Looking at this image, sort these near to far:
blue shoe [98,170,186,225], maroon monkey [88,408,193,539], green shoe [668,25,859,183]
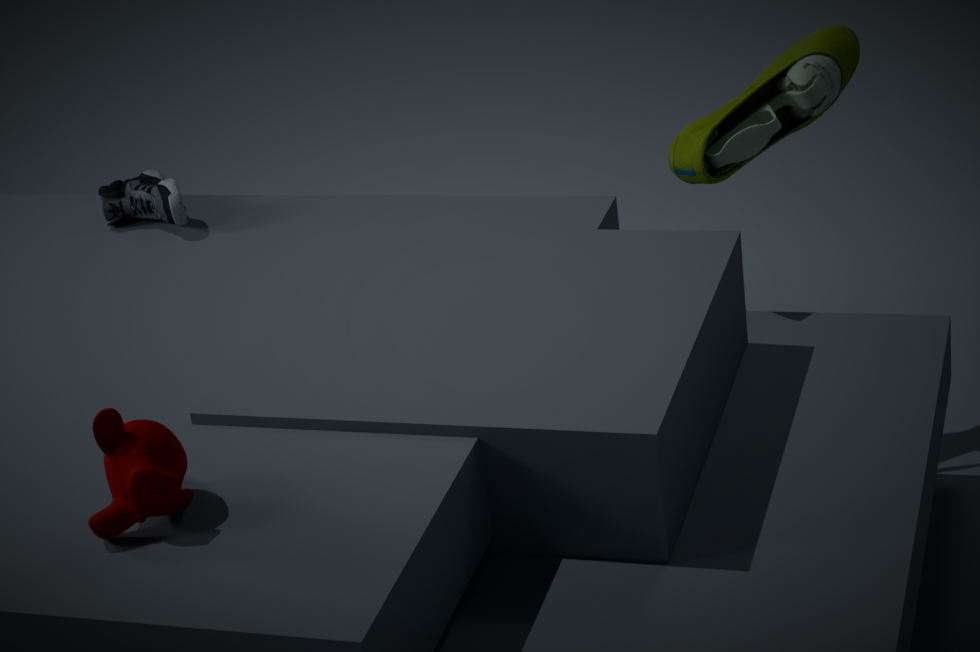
maroon monkey [88,408,193,539], green shoe [668,25,859,183], blue shoe [98,170,186,225]
